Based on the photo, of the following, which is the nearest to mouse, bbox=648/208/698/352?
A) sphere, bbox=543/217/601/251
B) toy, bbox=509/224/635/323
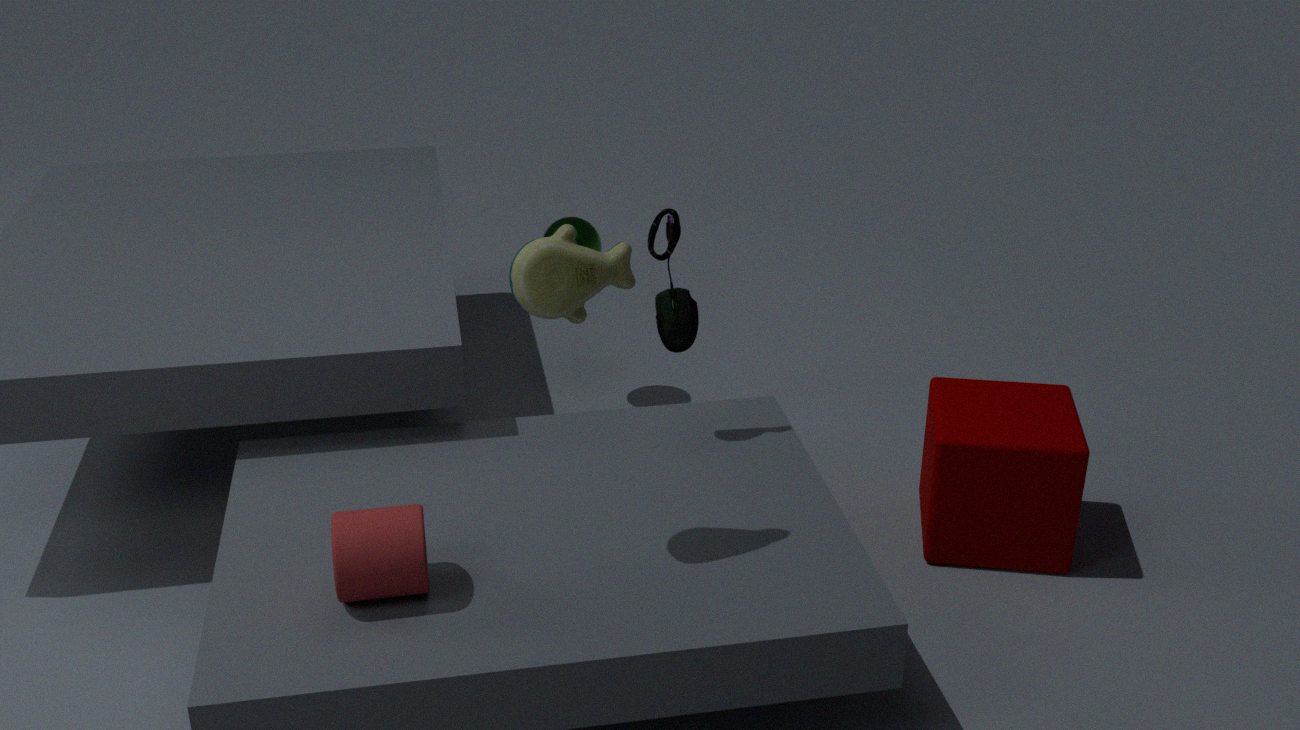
toy, bbox=509/224/635/323
